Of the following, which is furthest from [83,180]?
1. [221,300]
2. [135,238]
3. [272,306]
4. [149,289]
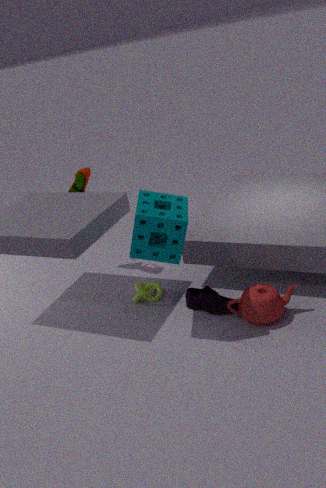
[272,306]
